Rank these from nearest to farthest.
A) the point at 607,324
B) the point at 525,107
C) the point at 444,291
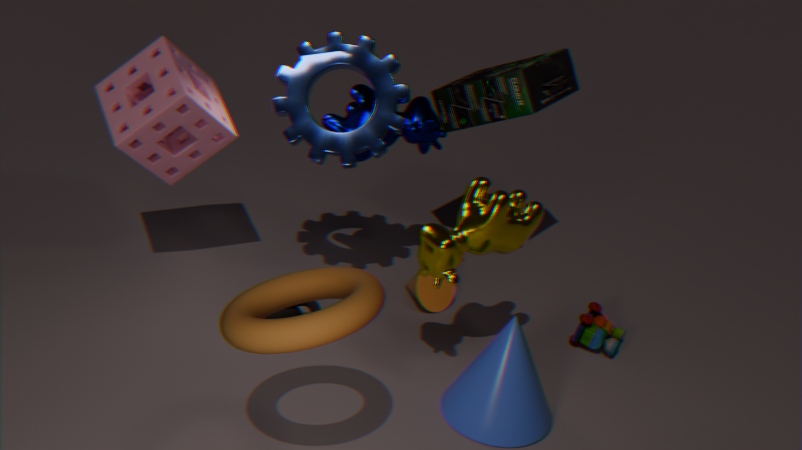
the point at 525,107
the point at 607,324
the point at 444,291
